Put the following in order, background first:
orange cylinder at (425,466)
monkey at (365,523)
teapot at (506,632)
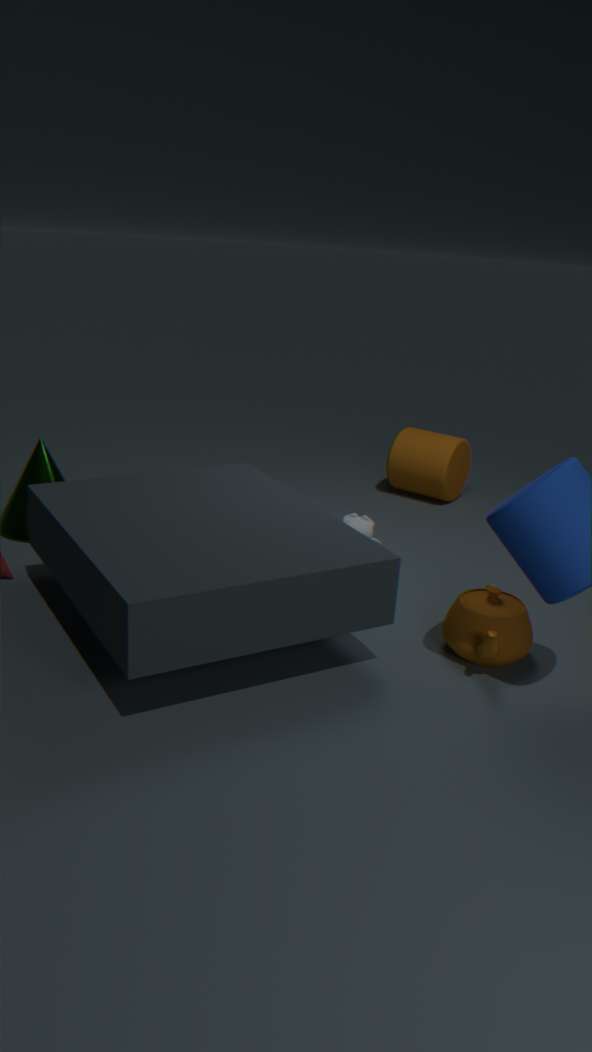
orange cylinder at (425,466) < monkey at (365,523) < teapot at (506,632)
